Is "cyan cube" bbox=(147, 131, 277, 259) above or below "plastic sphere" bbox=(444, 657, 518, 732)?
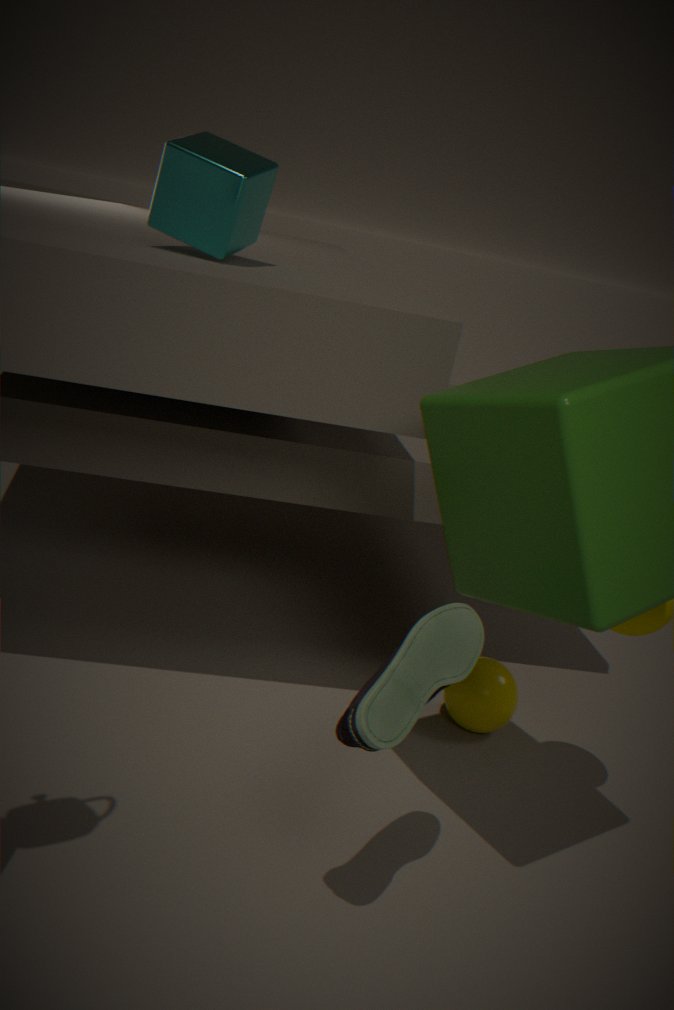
above
